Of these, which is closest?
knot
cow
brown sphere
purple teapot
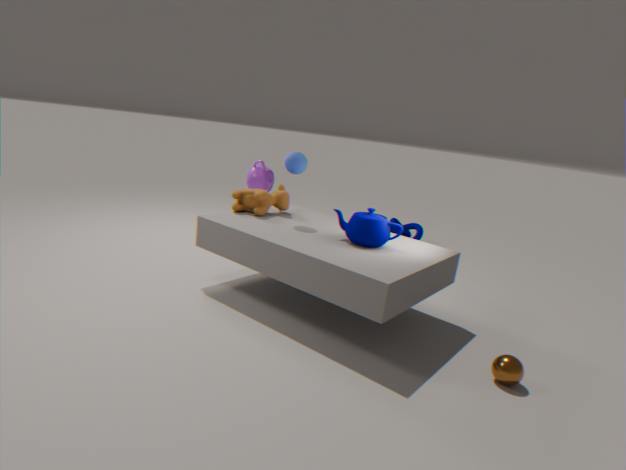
brown sphere
